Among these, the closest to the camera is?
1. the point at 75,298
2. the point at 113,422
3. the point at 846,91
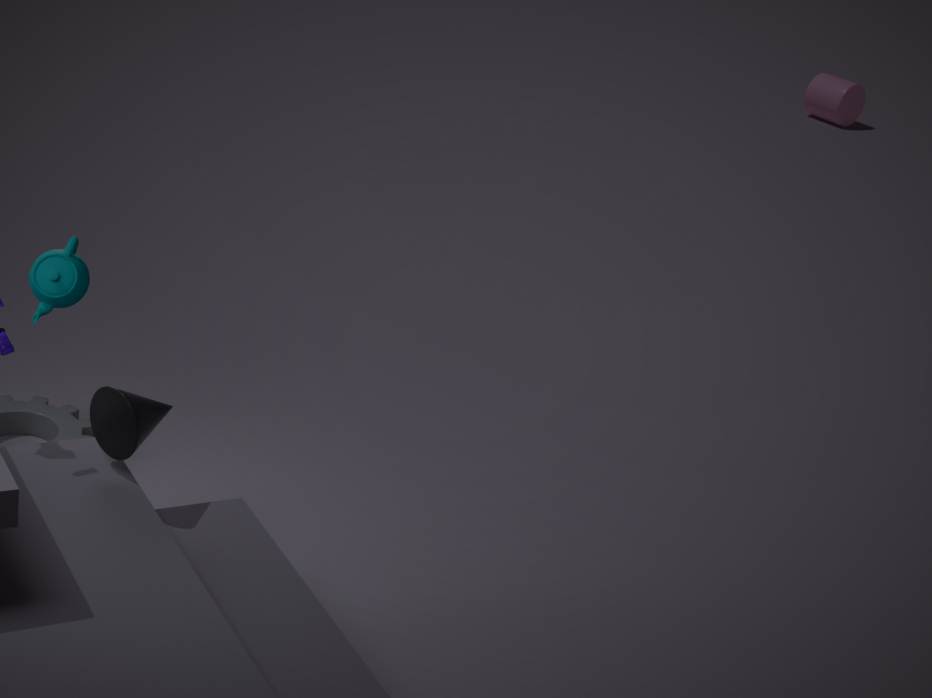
the point at 75,298
